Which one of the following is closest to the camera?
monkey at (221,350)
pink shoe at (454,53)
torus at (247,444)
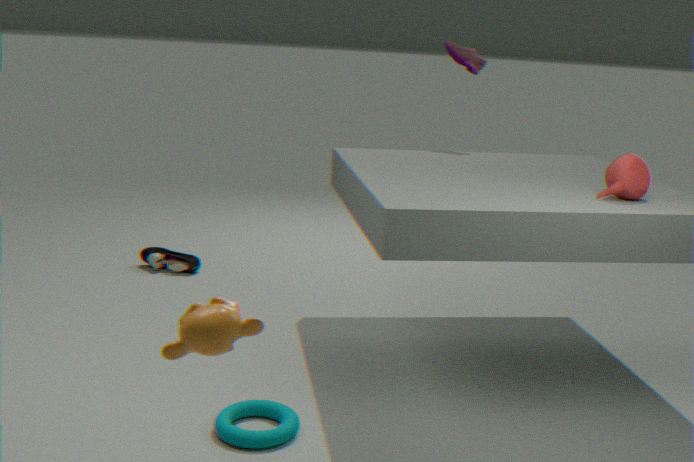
monkey at (221,350)
